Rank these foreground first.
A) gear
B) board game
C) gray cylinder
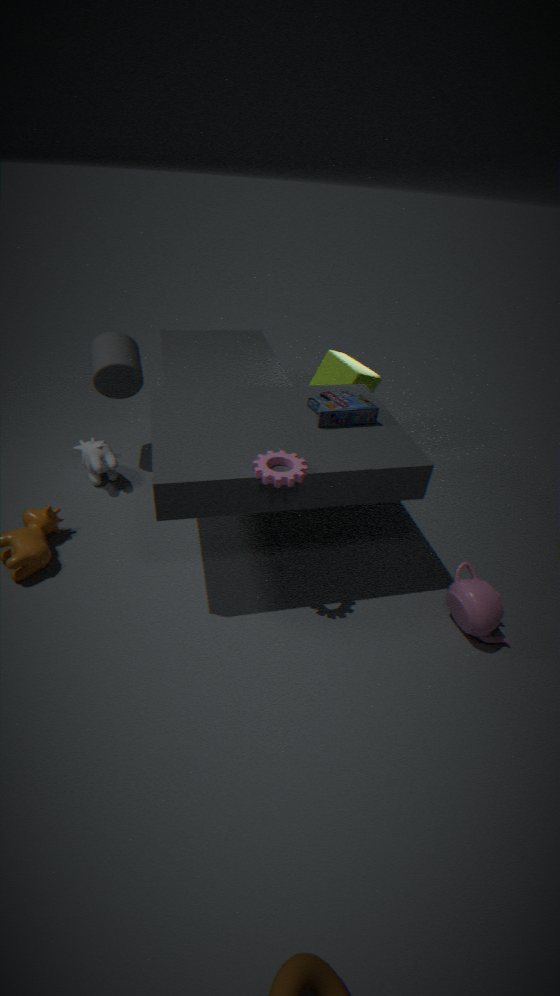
gear → board game → gray cylinder
